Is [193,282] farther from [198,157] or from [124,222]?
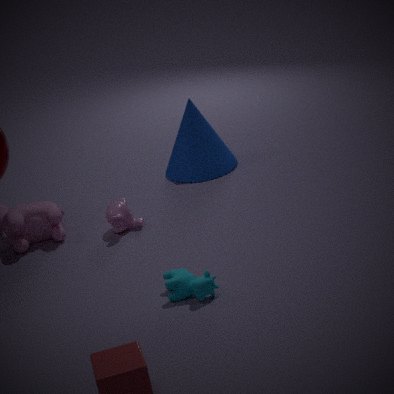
[198,157]
